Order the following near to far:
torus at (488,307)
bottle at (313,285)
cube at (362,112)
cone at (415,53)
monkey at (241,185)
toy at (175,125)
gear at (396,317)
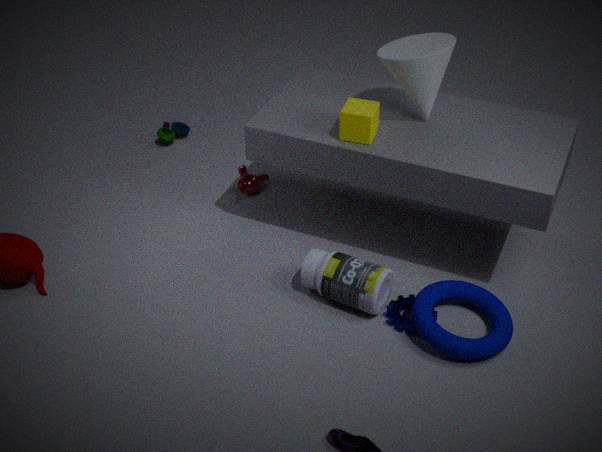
torus at (488,307) → cone at (415,53) → bottle at (313,285) → gear at (396,317) → cube at (362,112) → monkey at (241,185) → toy at (175,125)
